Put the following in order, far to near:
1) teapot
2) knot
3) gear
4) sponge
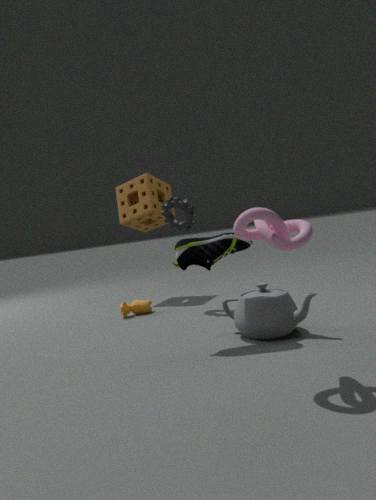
4. sponge
3. gear
1. teapot
2. knot
